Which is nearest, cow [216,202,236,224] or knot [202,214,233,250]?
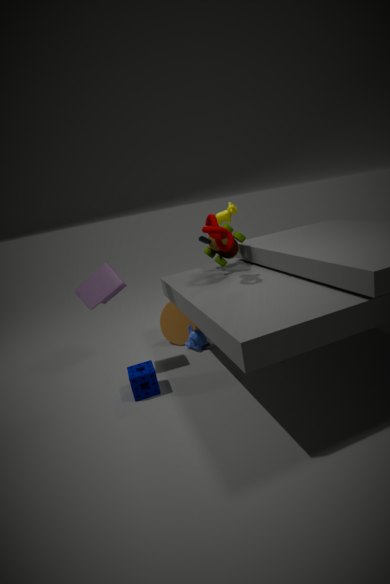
knot [202,214,233,250]
